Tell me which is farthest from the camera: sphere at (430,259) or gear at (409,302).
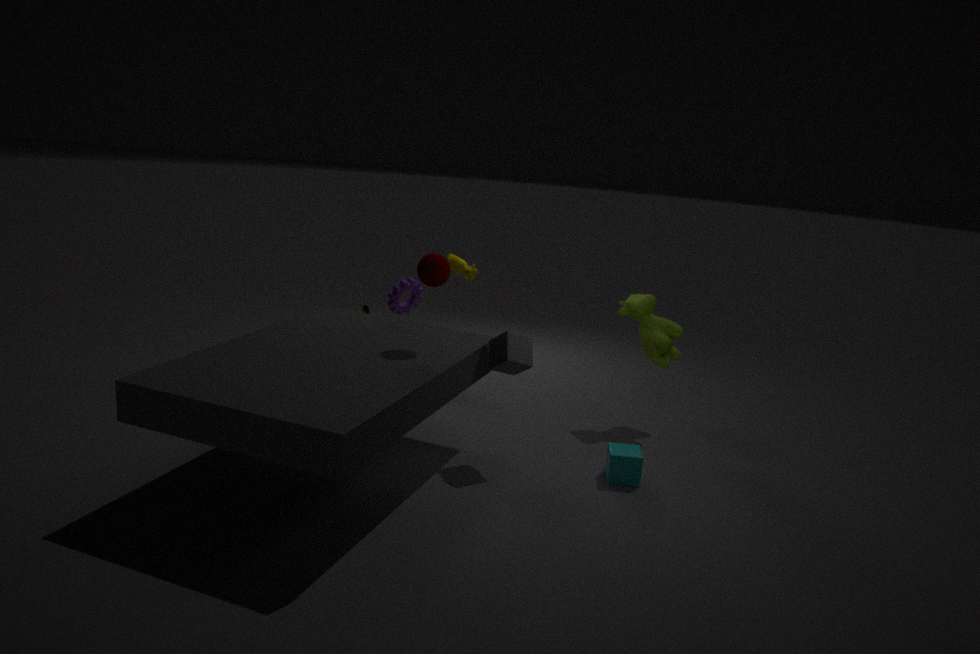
gear at (409,302)
